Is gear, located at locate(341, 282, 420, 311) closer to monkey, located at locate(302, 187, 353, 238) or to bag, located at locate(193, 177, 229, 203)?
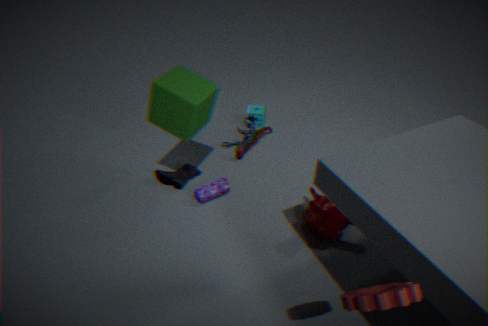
monkey, located at locate(302, 187, 353, 238)
